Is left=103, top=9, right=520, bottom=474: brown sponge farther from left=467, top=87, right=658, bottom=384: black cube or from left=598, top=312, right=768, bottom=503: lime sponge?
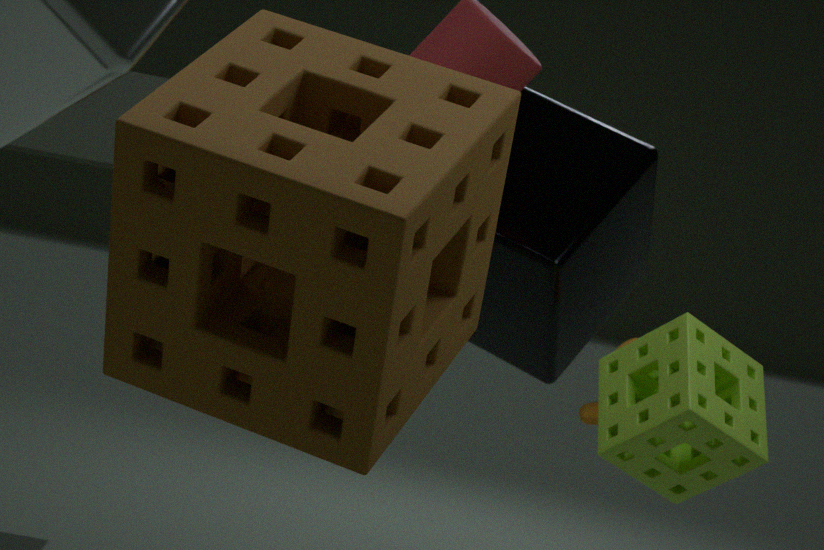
left=467, top=87, right=658, bottom=384: black cube
